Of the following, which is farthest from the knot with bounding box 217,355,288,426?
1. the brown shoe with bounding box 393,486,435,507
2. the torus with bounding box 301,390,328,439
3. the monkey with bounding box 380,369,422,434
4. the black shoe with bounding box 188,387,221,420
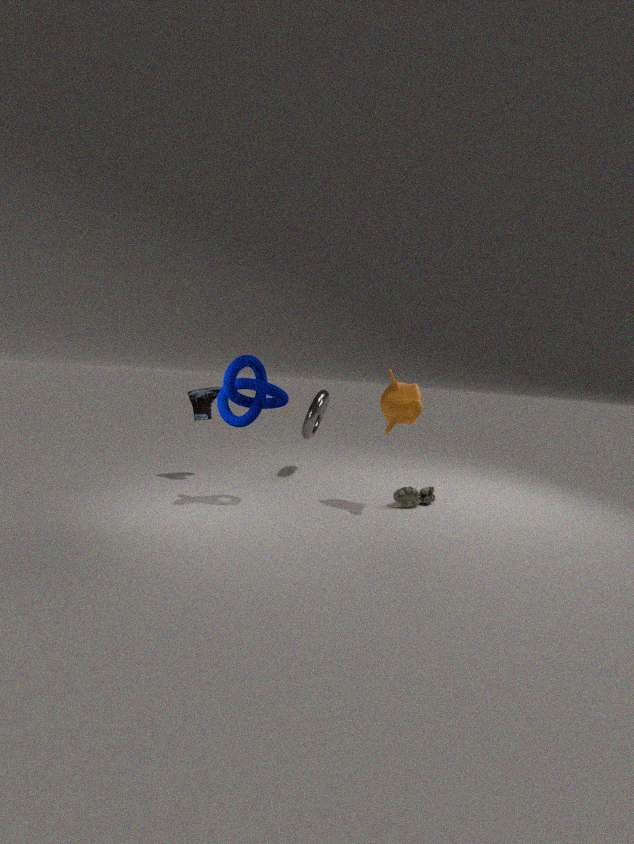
the brown shoe with bounding box 393,486,435,507
